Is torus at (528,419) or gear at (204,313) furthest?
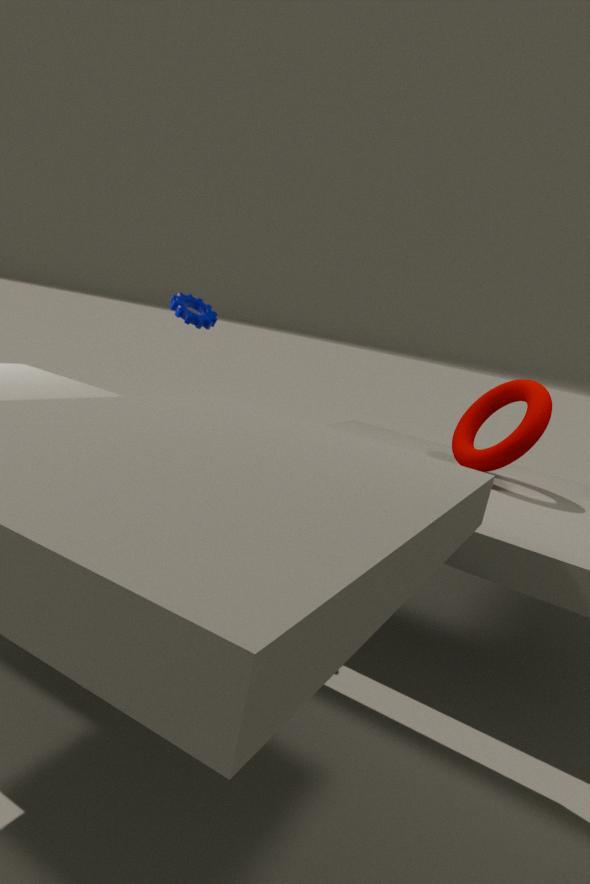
gear at (204,313)
